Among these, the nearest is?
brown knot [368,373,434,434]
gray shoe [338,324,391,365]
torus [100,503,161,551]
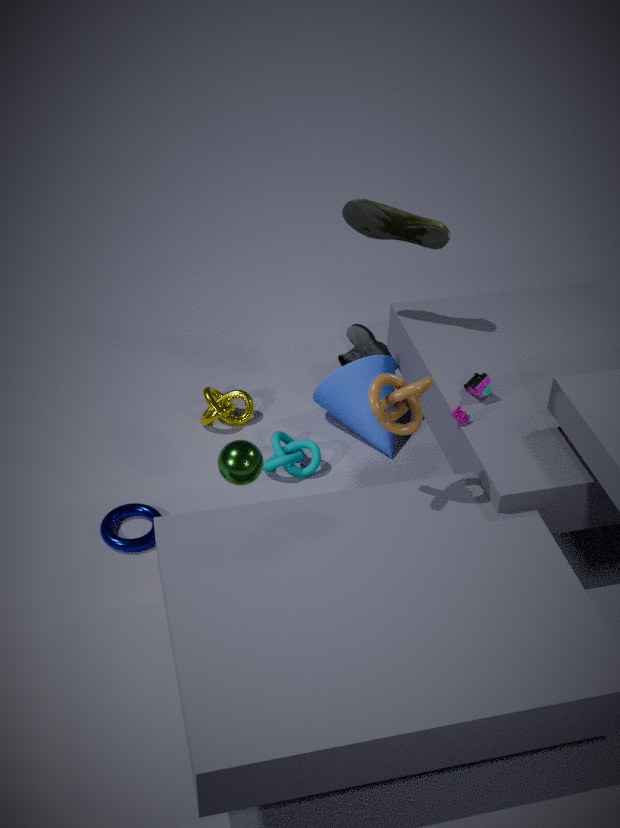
brown knot [368,373,434,434]
